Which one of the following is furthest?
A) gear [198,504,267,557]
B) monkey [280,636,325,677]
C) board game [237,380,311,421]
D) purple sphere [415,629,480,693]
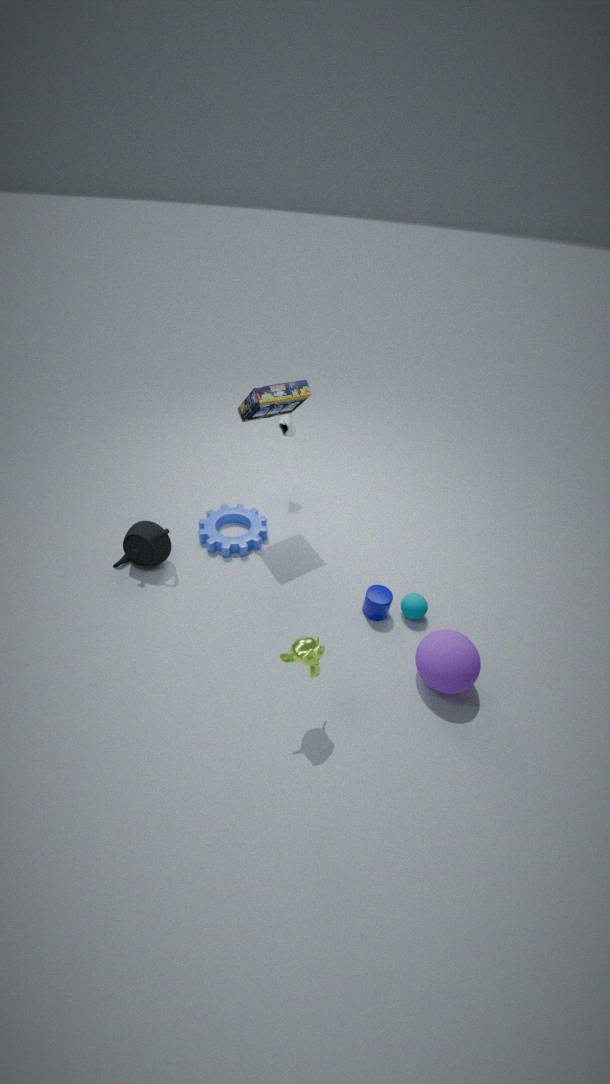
gear [198,504,267,557]
